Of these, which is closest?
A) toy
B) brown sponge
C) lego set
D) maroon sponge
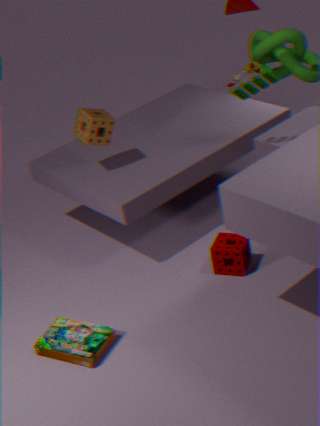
lego set
